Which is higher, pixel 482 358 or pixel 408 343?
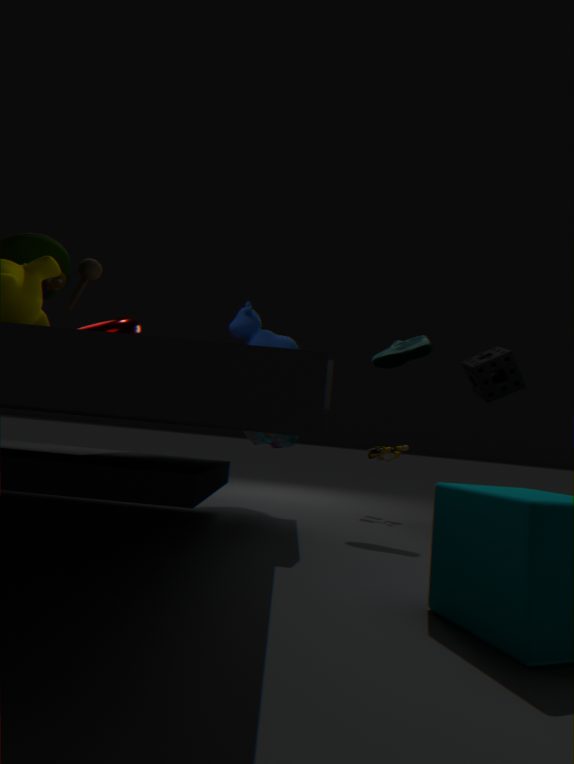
pixel 408 343
